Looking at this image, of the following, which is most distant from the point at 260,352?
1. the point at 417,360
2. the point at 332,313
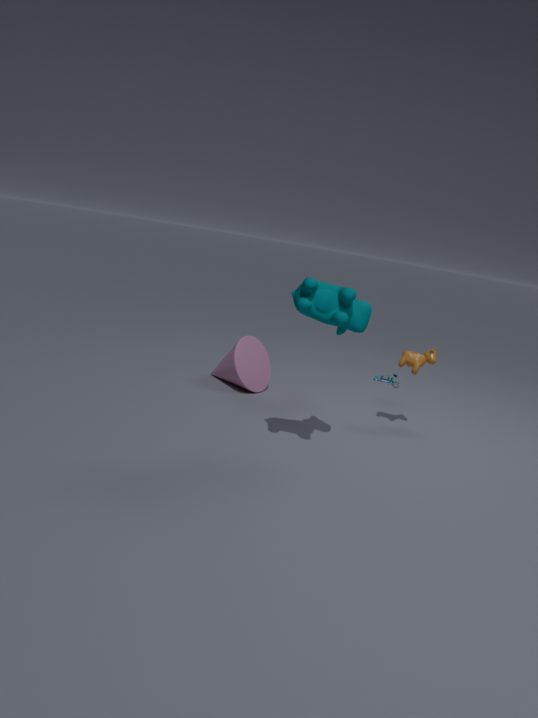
the point at 332,313
